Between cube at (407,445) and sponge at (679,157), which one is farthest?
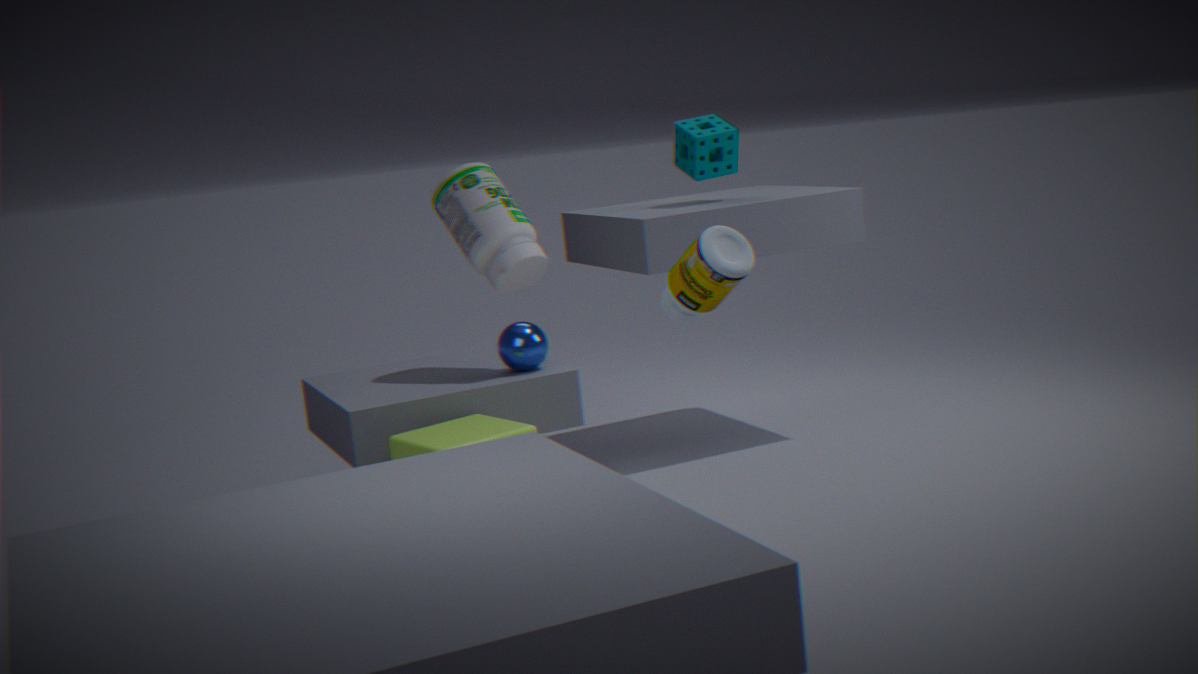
sponge at (679,157)
